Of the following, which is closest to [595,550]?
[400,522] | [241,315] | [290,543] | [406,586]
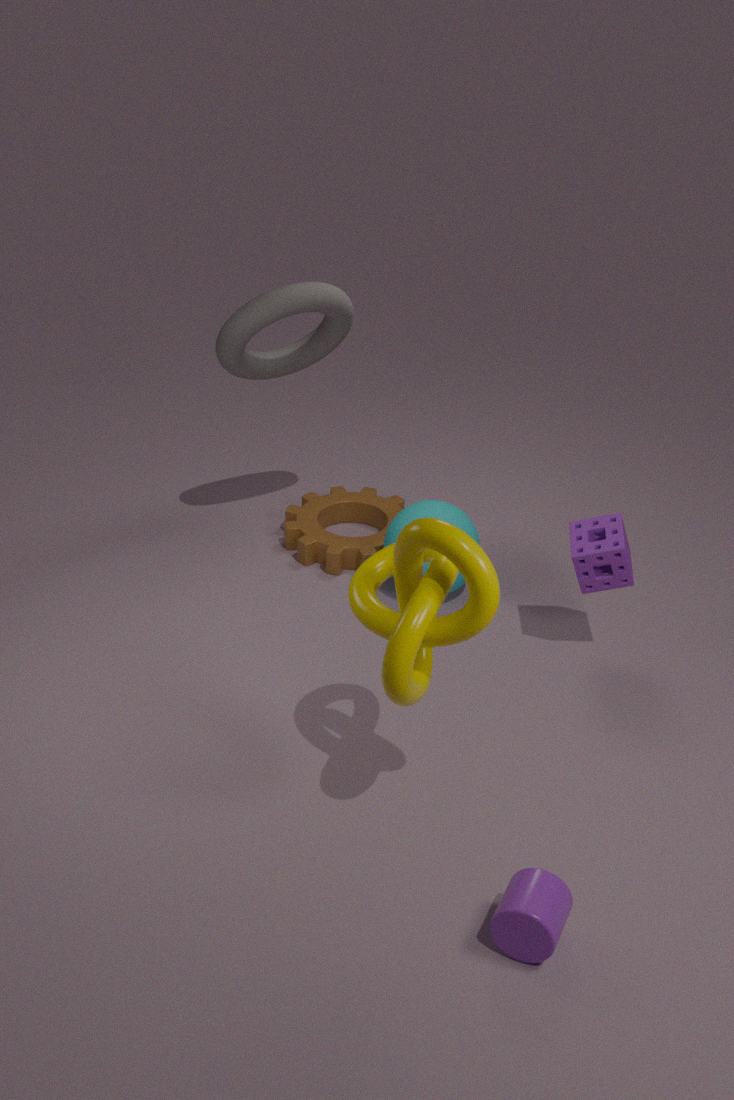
[400,522]
